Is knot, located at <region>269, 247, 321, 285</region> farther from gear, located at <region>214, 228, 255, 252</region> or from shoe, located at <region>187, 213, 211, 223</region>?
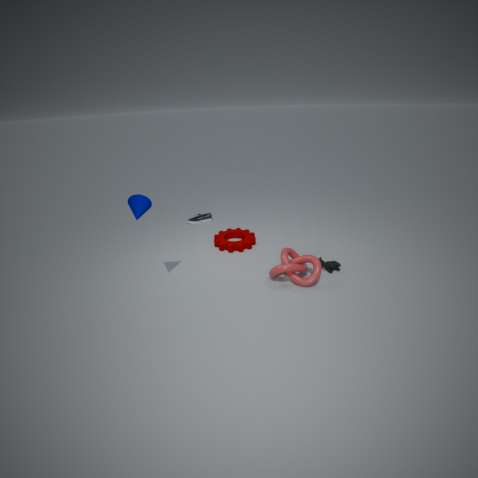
shoe, located at <region>187, 213, 211, 223</region>
